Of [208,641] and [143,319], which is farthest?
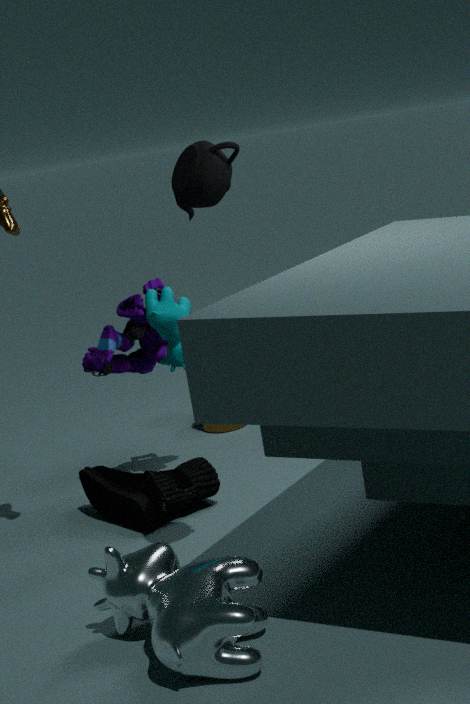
[143,319]
